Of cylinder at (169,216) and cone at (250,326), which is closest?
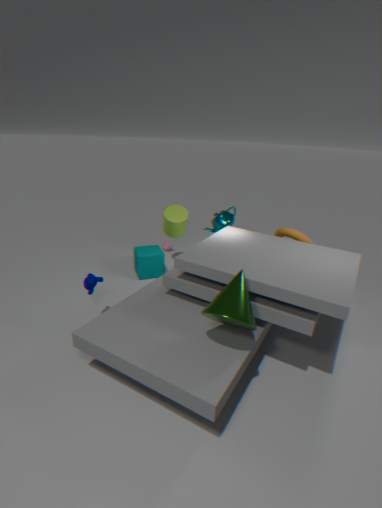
cone at (250,326)
